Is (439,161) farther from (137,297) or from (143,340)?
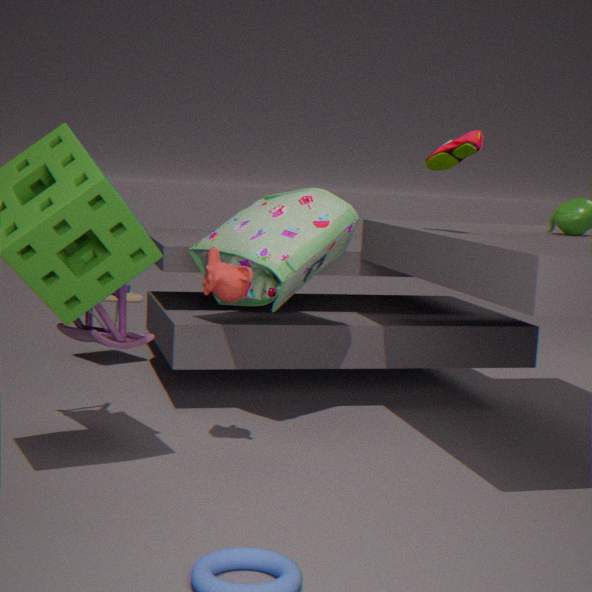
(137,297)
